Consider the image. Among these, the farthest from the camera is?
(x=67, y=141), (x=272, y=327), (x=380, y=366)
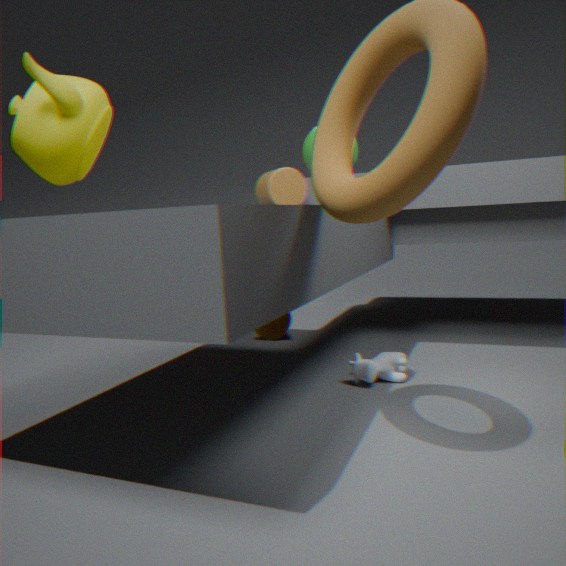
(x=272, y=327)
